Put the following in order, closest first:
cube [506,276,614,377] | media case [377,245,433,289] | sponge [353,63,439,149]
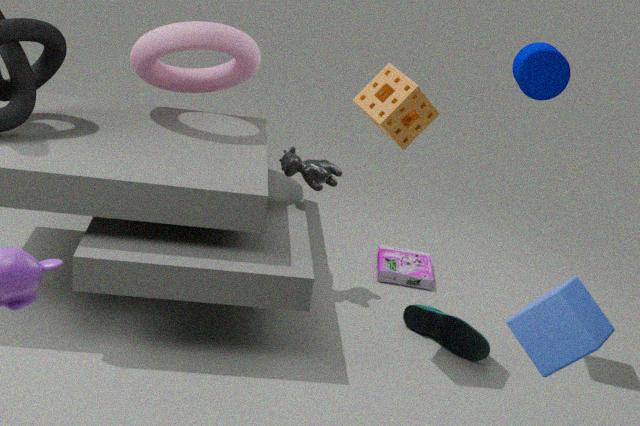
cube [506,276,614,377], sponge [353,63,439,149], media case [377,245,433,289]
